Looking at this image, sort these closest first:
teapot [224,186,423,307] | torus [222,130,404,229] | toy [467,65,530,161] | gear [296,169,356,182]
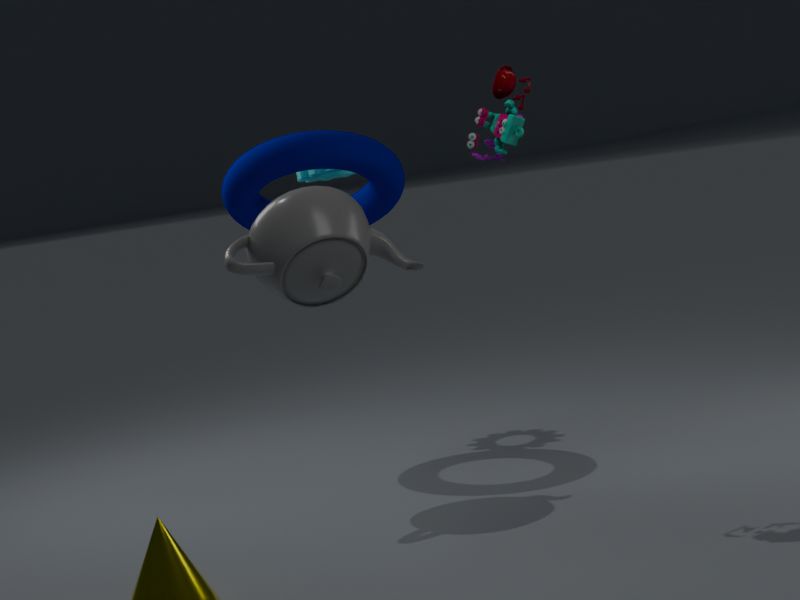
toy [467,65,530,161], teapot [224,186,423,307], torus [222,130,404,229], gear [296,169,356,182]
